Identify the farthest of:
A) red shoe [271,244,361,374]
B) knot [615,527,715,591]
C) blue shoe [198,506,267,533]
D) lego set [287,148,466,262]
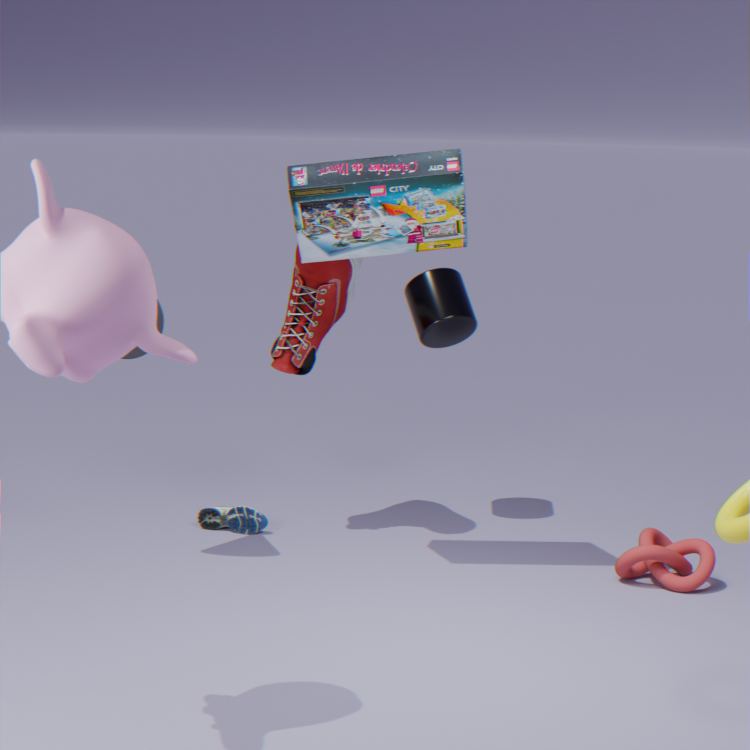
C. blue shoe [198,506,267,533]
